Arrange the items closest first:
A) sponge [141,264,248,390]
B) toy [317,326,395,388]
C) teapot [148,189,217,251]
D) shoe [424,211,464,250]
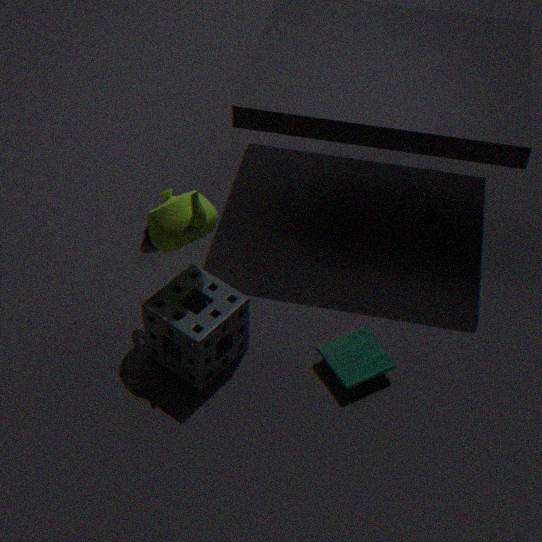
teapot [148,189,217,251], sponge [141,264,248,390], toy [317,326,395,388], shoe [424,211,464,250]
